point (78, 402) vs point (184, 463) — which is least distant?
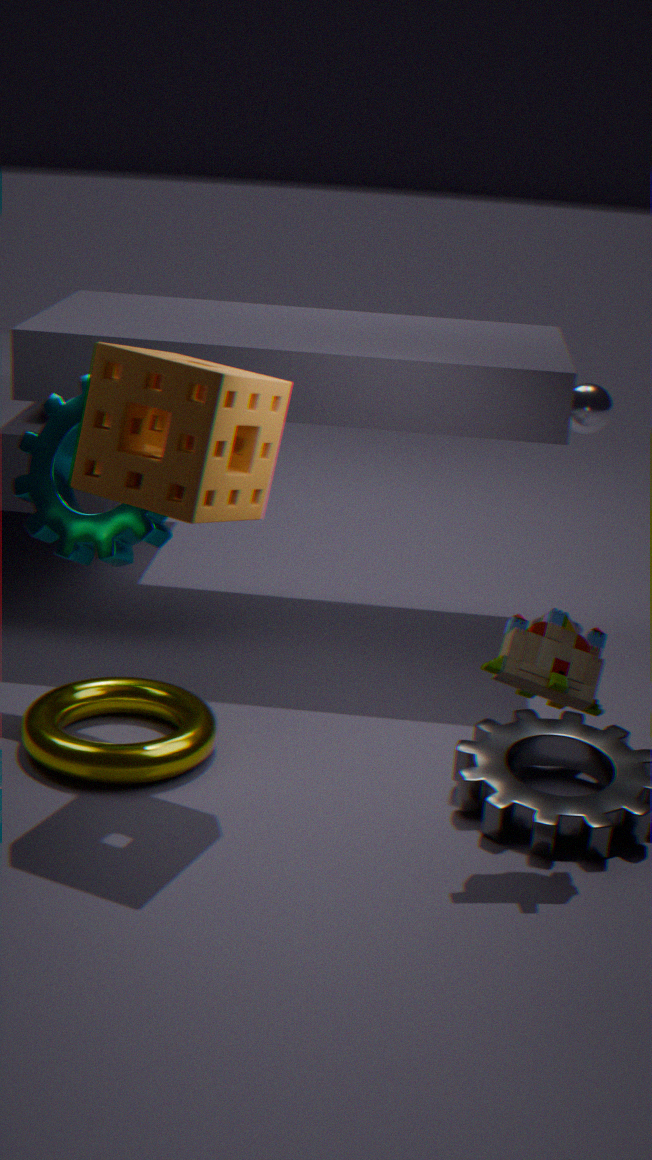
point (184, 463)
